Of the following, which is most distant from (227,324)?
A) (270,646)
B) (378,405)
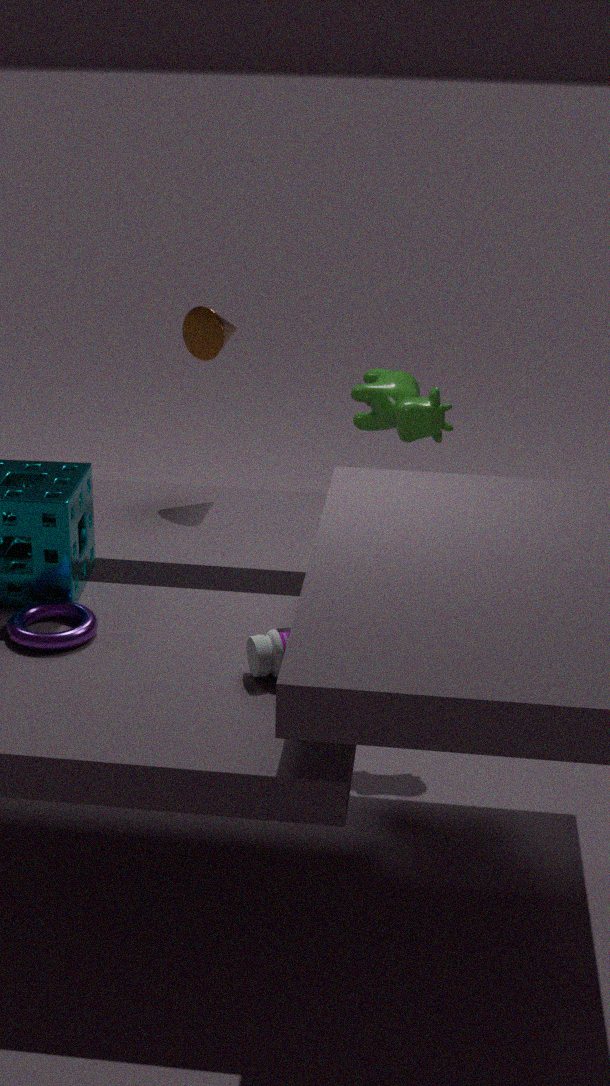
(270,646)
